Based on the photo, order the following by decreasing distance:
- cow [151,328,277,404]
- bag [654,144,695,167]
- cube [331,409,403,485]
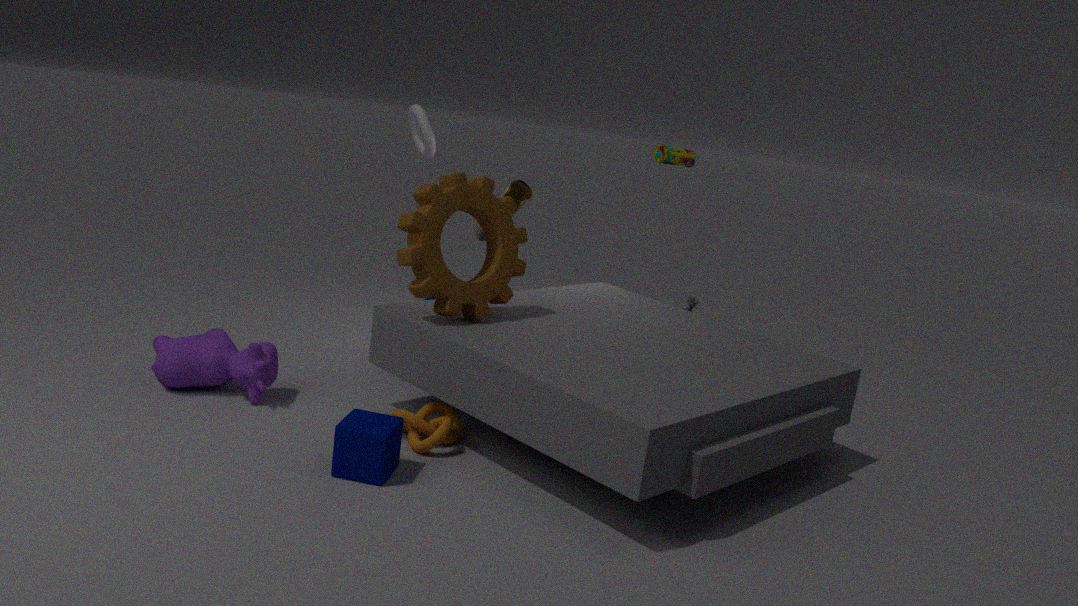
bag [654,144,695,167] → cow [151,328,277,404] → cube [331,409,403,485]
